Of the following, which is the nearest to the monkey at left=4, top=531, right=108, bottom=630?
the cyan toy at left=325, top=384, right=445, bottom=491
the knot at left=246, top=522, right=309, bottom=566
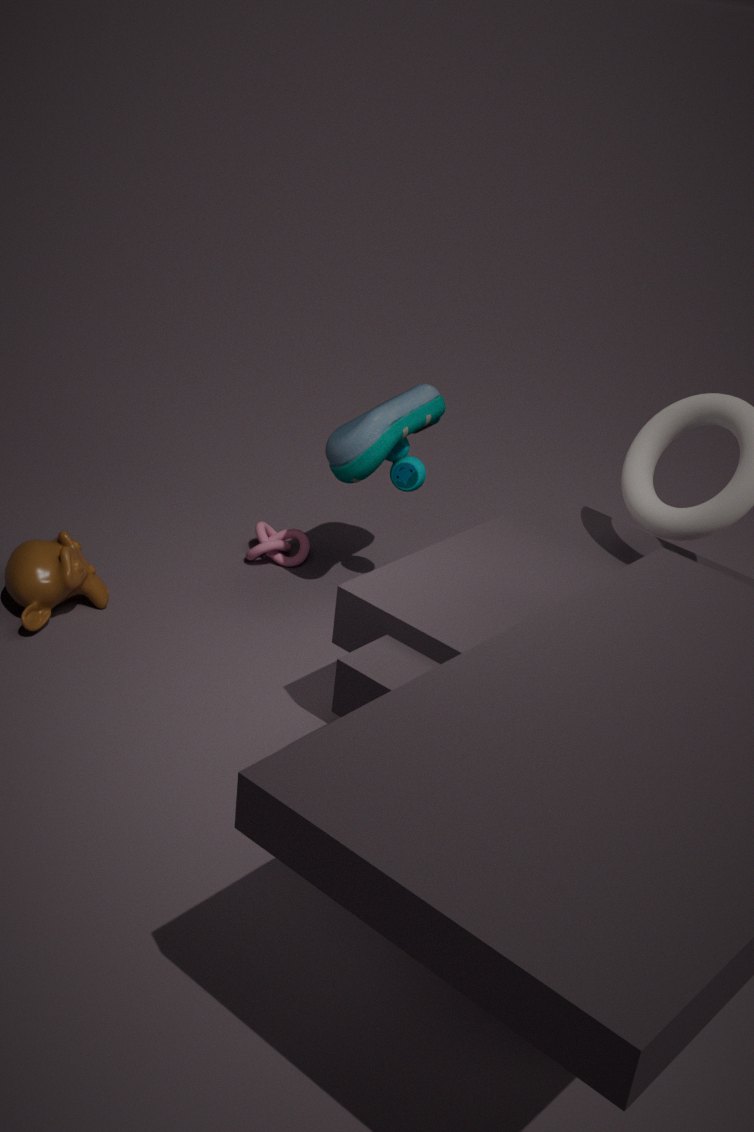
the knot at left=246, top=522, right=309, bottom=566
